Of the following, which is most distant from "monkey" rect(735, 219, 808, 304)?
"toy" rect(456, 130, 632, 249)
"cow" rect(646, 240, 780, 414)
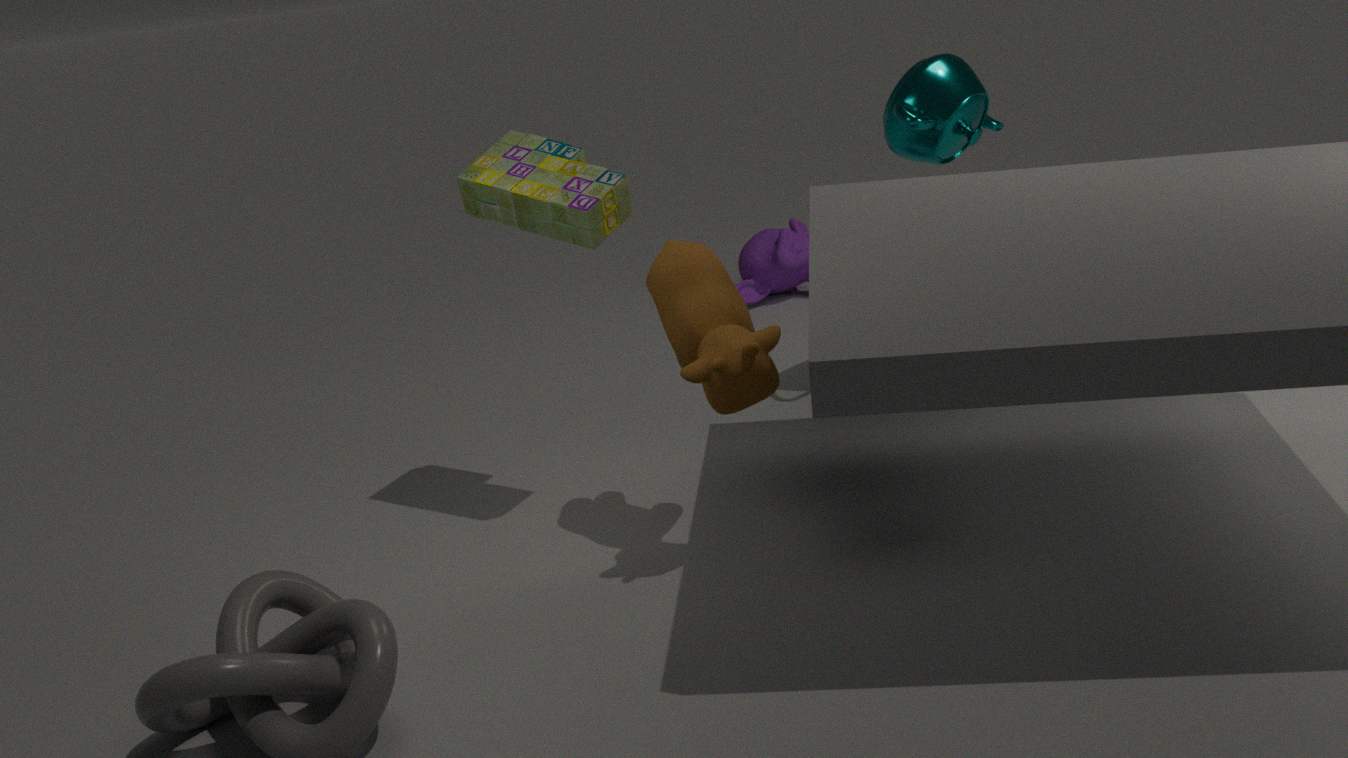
"cow" rect(646, 240, 780, 414)
